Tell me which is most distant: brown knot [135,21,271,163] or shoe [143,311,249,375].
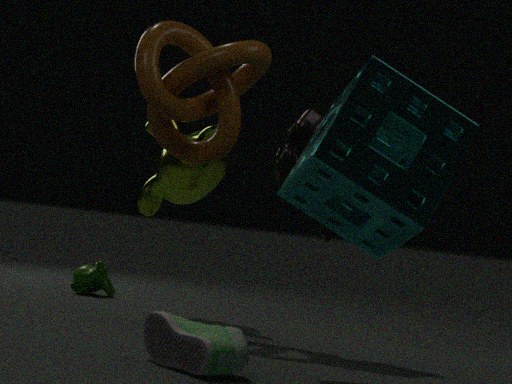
brown knot [135,21,271,163]
